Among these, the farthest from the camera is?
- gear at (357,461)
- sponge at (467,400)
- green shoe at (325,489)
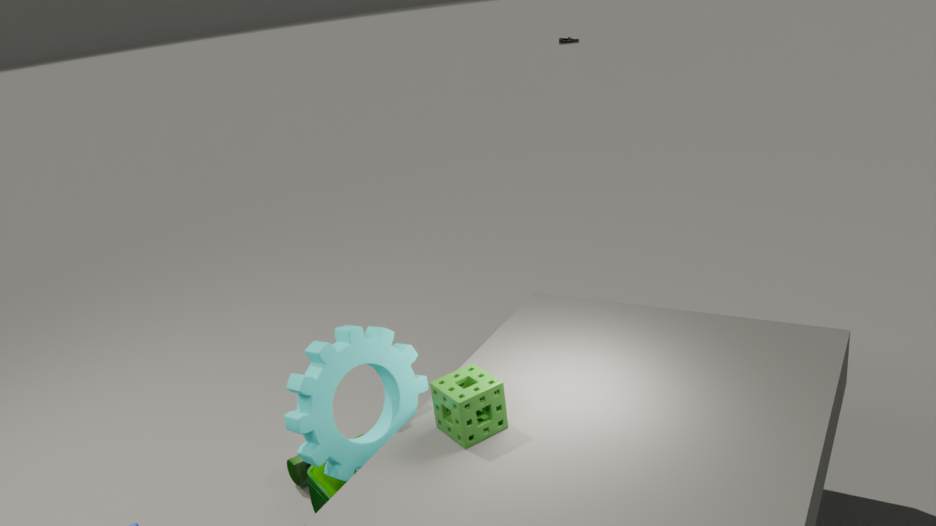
green shoe at (325,489)
